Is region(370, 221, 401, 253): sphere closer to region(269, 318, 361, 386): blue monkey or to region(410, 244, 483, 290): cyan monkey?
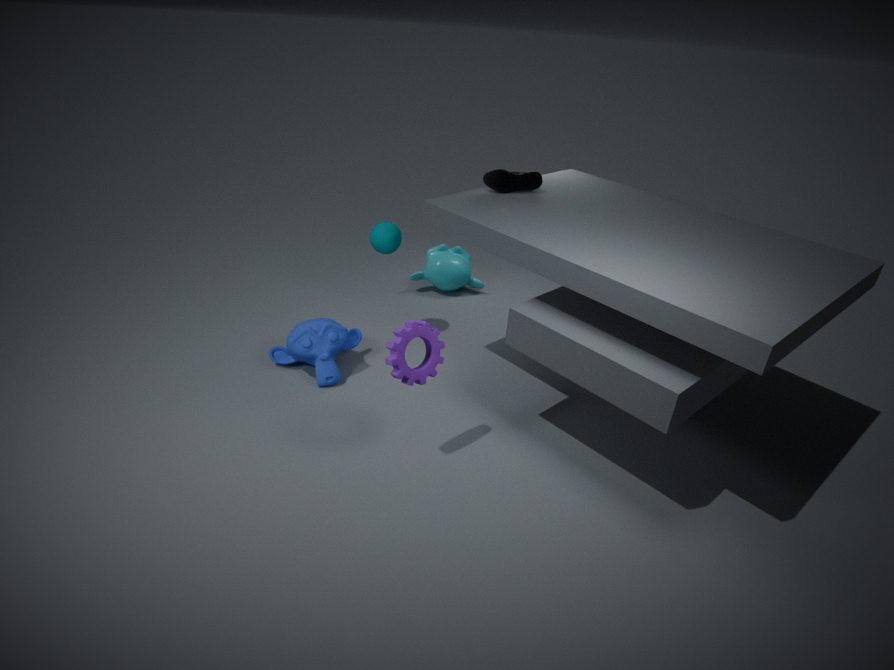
region(269, 318, 361, 386): blue monkey
